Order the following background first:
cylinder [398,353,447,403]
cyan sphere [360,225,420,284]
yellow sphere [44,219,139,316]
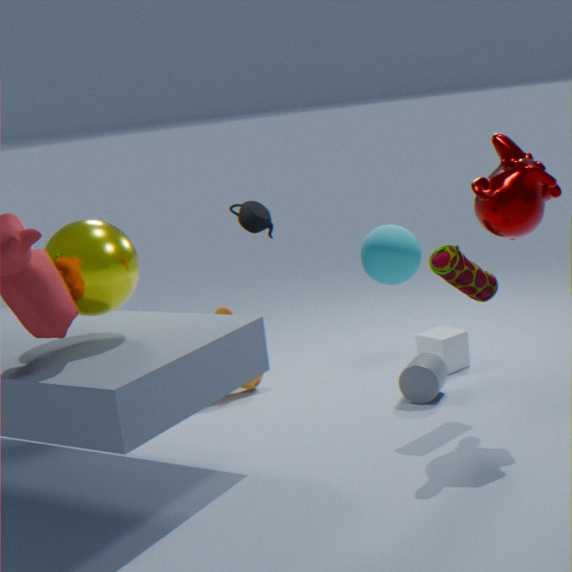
cylinder [398,353,447,403], yellow sphere [44,219,139,316], cyan sphere [360,225,420,284]
